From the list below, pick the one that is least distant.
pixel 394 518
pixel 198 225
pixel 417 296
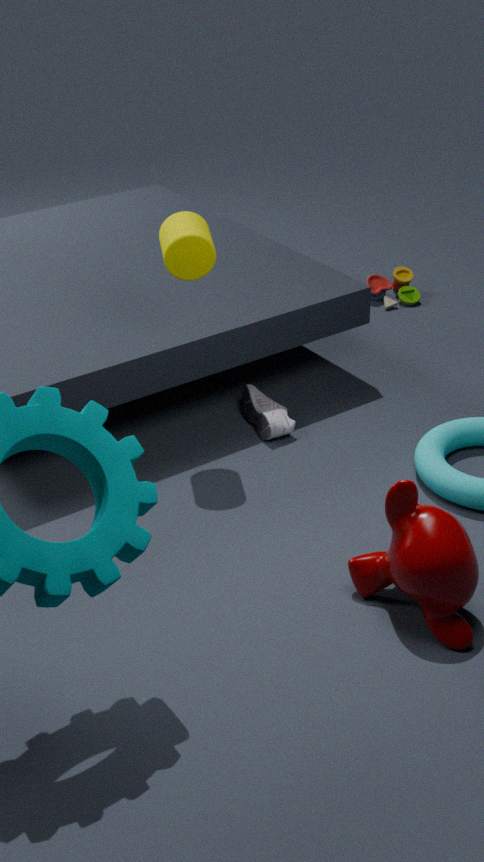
pixel 394 518
